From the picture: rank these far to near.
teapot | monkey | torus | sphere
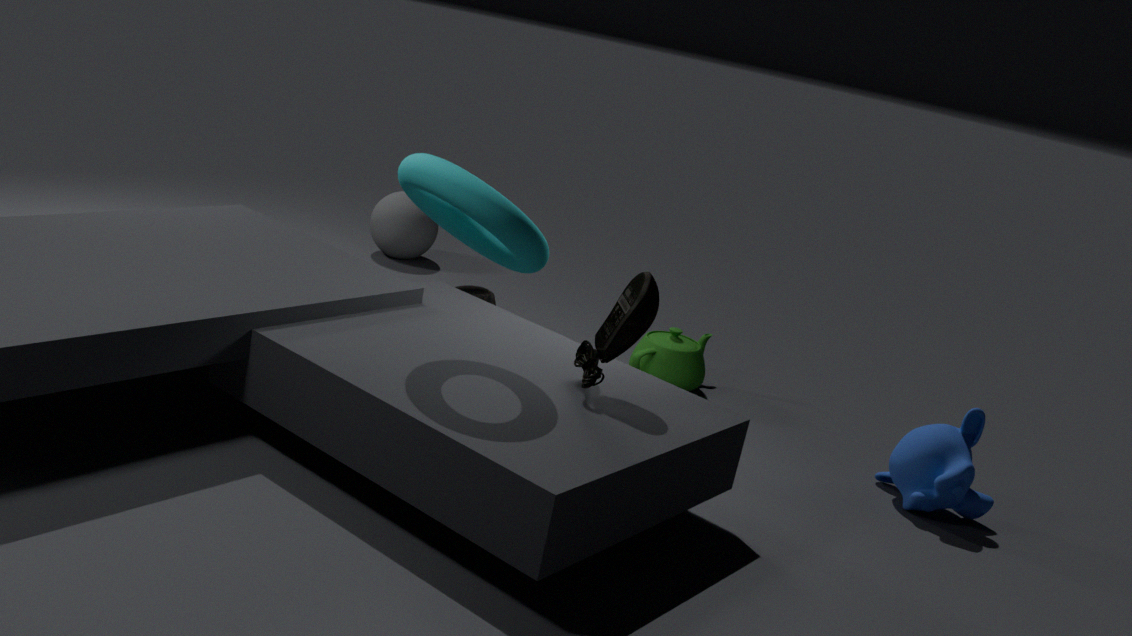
sphere, teapot, monkey, torus
